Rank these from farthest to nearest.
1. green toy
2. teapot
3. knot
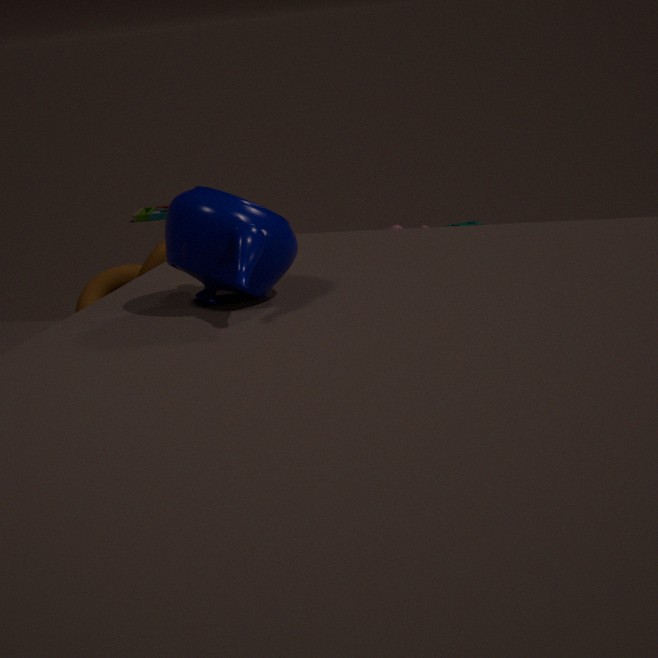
green toy, knot, teapot
